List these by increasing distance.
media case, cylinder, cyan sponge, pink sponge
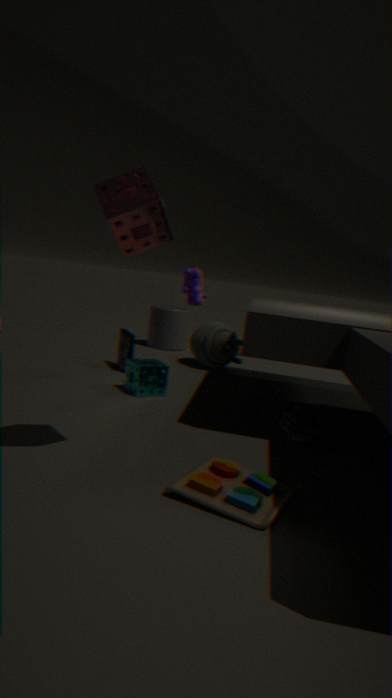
pink sponge < cyan sponge < media case < cylinder
